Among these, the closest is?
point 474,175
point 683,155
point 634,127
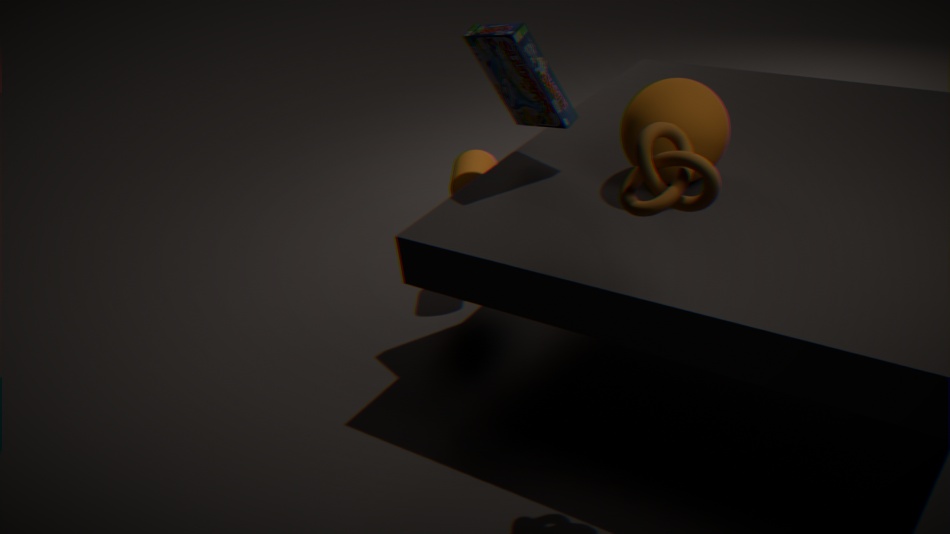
point 683,155
